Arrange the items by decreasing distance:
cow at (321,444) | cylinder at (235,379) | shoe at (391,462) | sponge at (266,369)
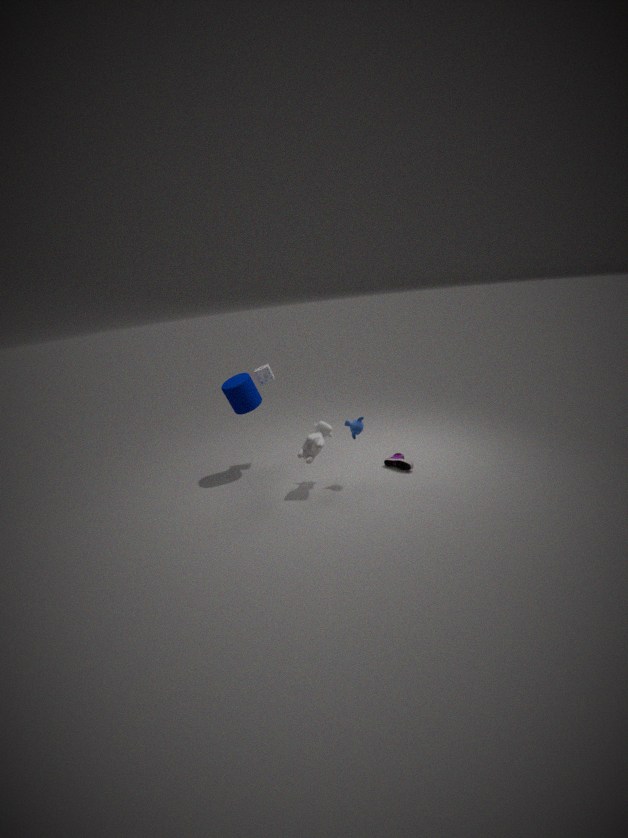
sponge at (266,369)
shoe at (391,462)
cylinder at (235,379)
cow at (321,444)
